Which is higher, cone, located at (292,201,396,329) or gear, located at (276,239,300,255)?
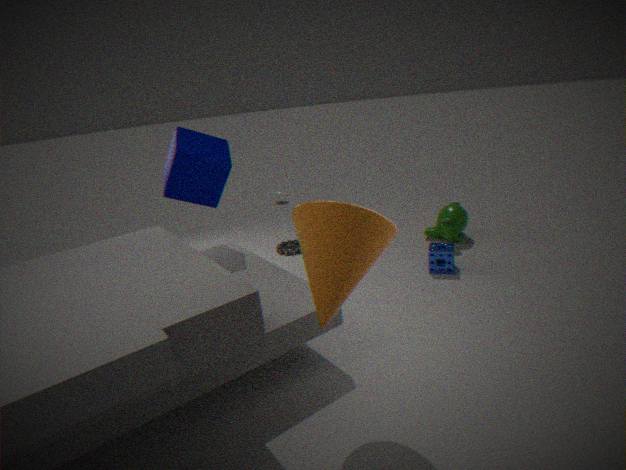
cone, located at (292,201,396,329)
